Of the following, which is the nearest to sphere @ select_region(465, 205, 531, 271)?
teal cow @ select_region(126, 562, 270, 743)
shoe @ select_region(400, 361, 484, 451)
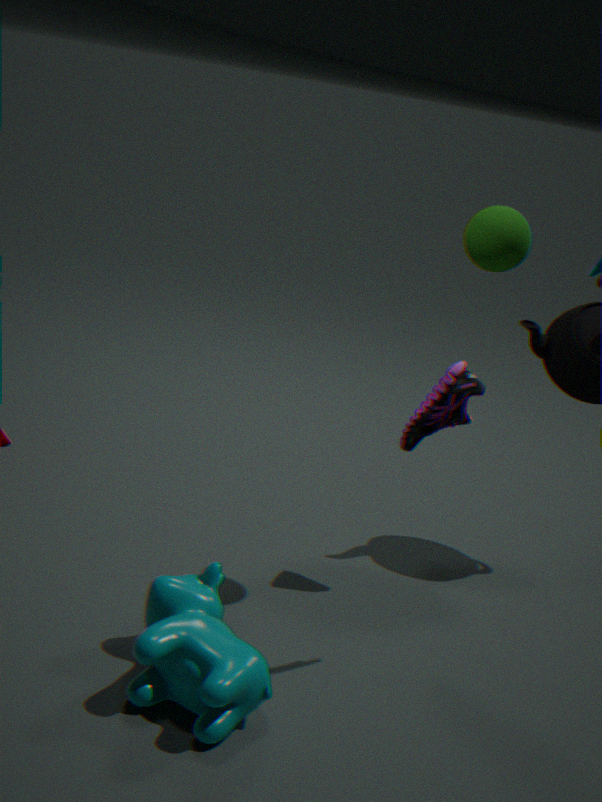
shoe @ select_region(400, 361, 484, 451)
